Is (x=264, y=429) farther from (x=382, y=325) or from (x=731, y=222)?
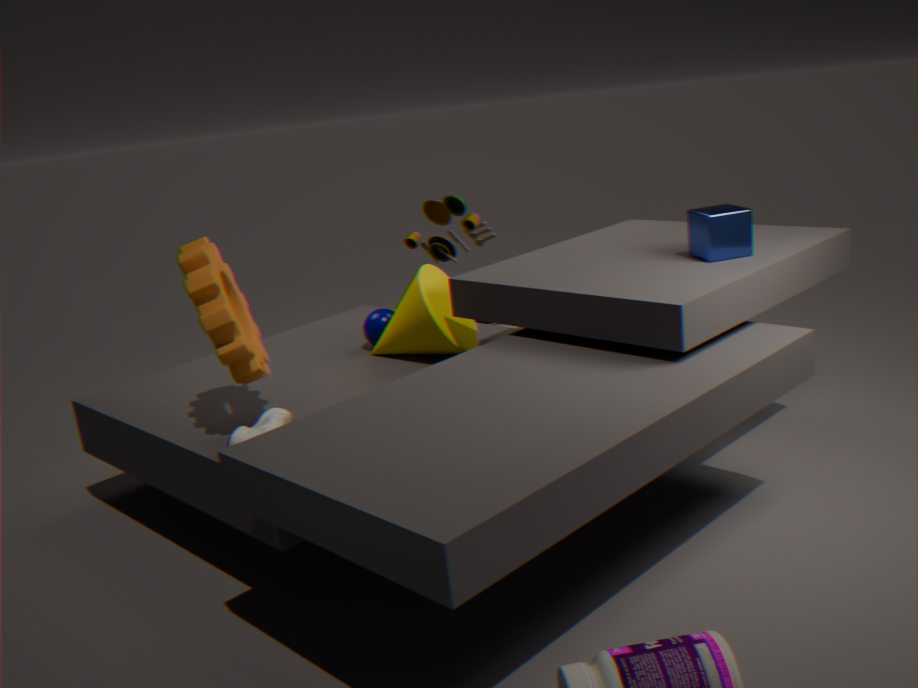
(x=731, y=222)
